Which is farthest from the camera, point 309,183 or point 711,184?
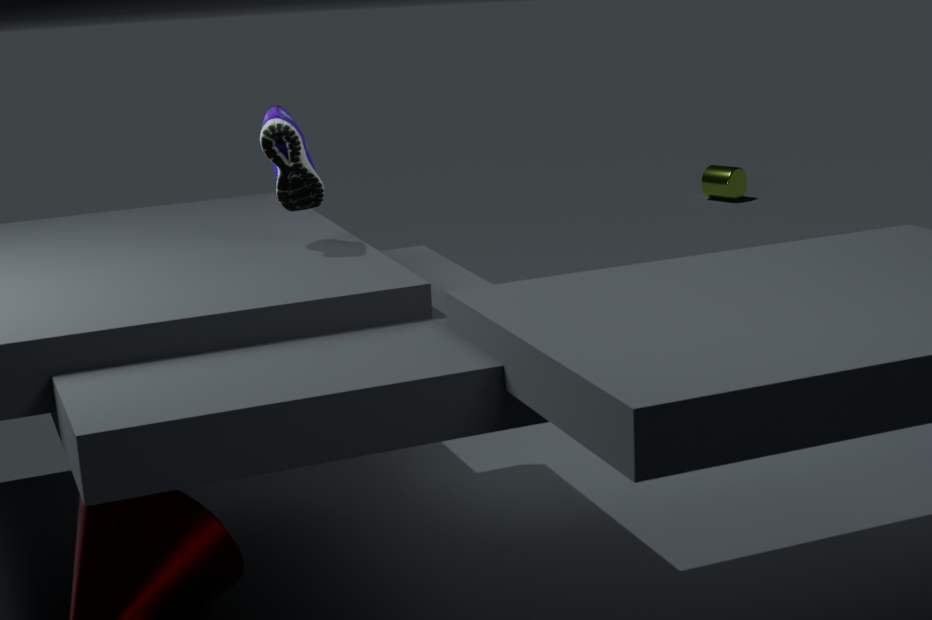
point 711,184
